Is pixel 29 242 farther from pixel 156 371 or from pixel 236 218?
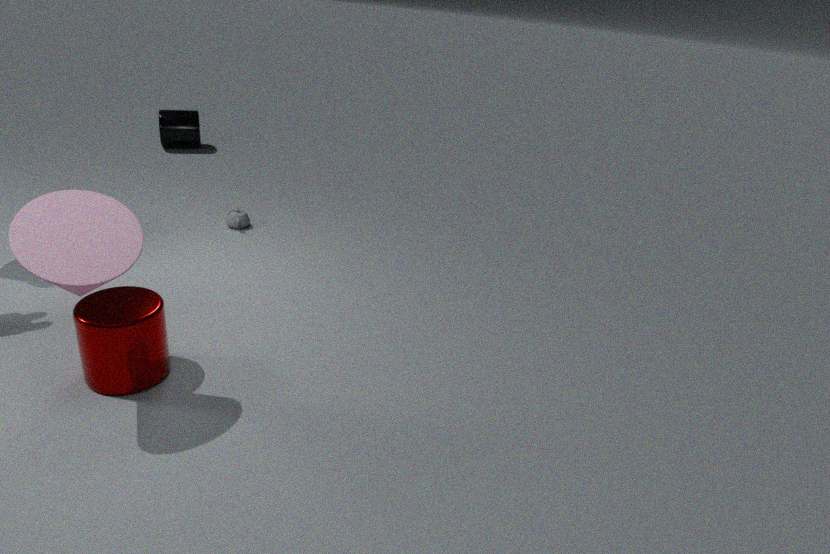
pixel 236 218
